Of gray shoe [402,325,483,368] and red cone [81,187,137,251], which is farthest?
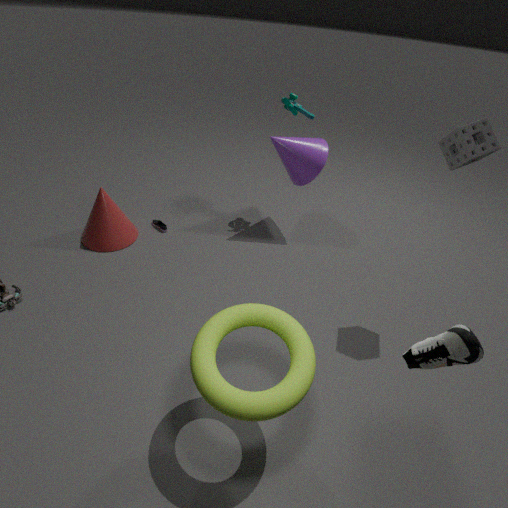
red cone [81,187,137,251]
